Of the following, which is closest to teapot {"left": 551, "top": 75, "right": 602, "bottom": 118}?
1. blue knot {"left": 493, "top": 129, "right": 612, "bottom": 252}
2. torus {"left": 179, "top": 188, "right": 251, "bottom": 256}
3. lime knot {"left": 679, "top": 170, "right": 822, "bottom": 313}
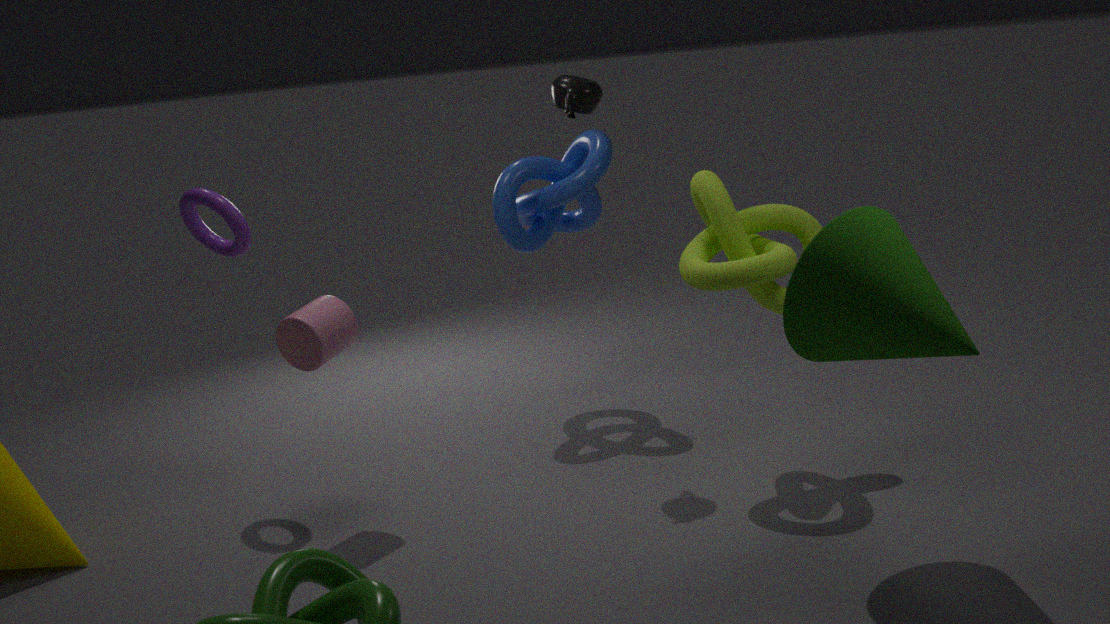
blue knot {"left": 493, "top": 129, "right": 612, "bottom": 252}
